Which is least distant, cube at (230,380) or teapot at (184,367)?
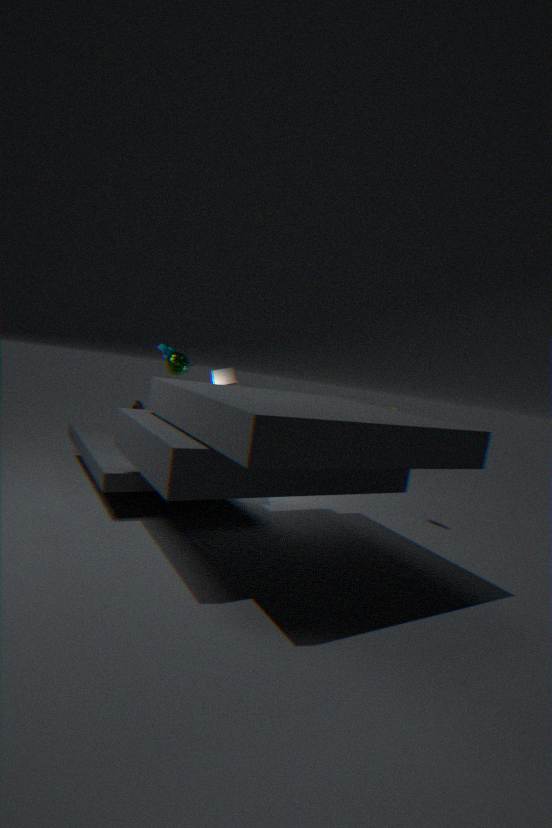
teapot at (184,367)
